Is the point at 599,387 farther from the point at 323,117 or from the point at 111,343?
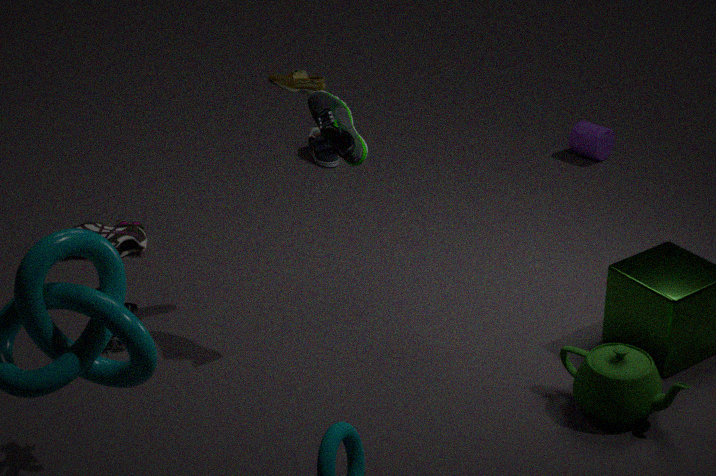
the point at 111,343
